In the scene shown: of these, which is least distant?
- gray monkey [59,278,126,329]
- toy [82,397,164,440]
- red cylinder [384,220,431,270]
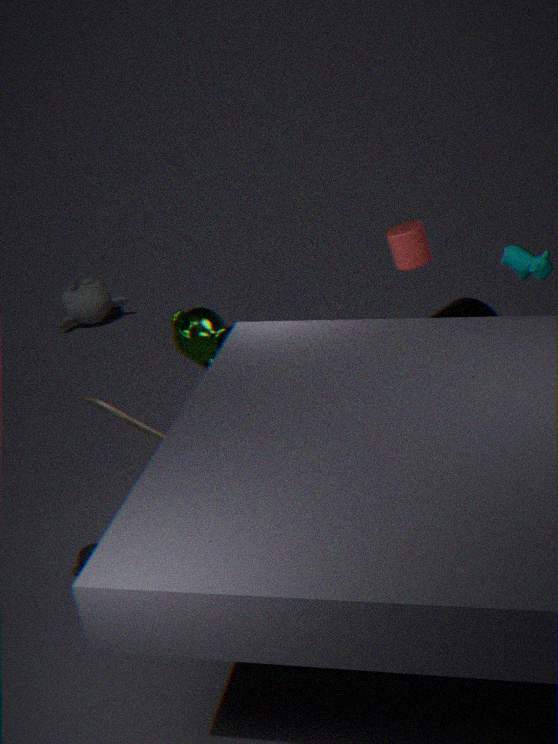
toy [82,397,164,440]
